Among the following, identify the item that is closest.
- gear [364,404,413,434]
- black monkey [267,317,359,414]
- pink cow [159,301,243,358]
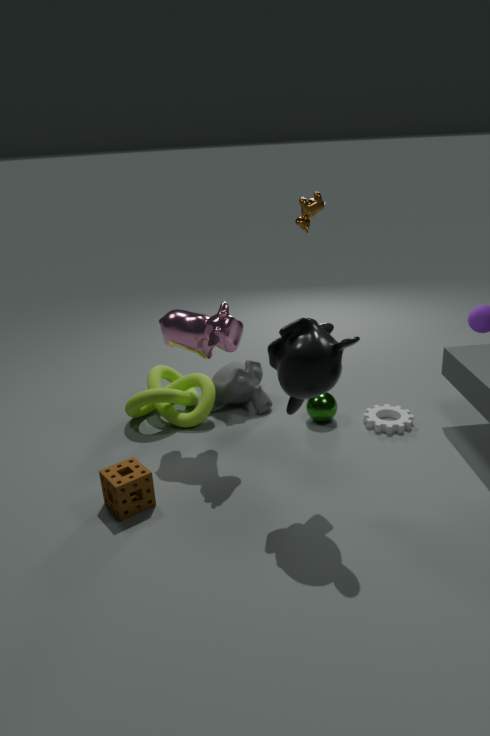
black monkey [267,317,359,414]
